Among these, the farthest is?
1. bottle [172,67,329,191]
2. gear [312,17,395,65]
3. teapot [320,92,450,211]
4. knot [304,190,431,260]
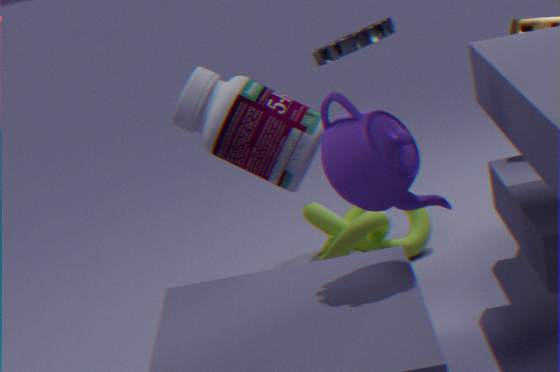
knot [304,190,431,260]
